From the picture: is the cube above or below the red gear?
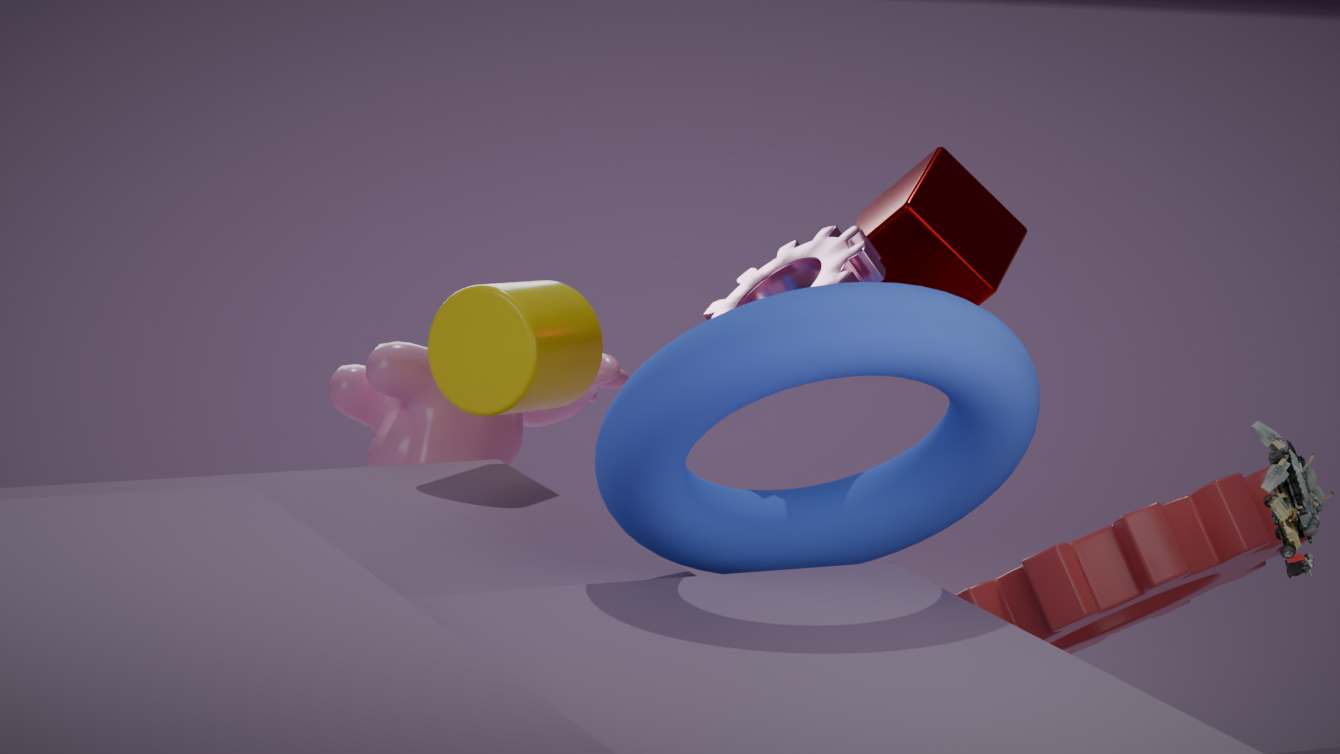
above
